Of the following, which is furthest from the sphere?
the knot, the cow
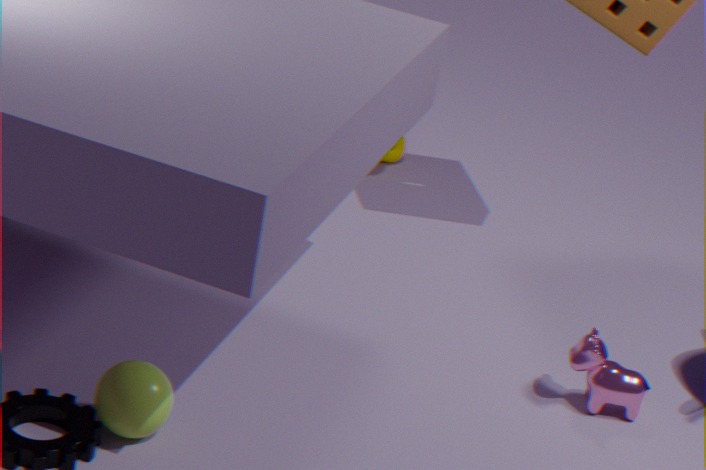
the knot
